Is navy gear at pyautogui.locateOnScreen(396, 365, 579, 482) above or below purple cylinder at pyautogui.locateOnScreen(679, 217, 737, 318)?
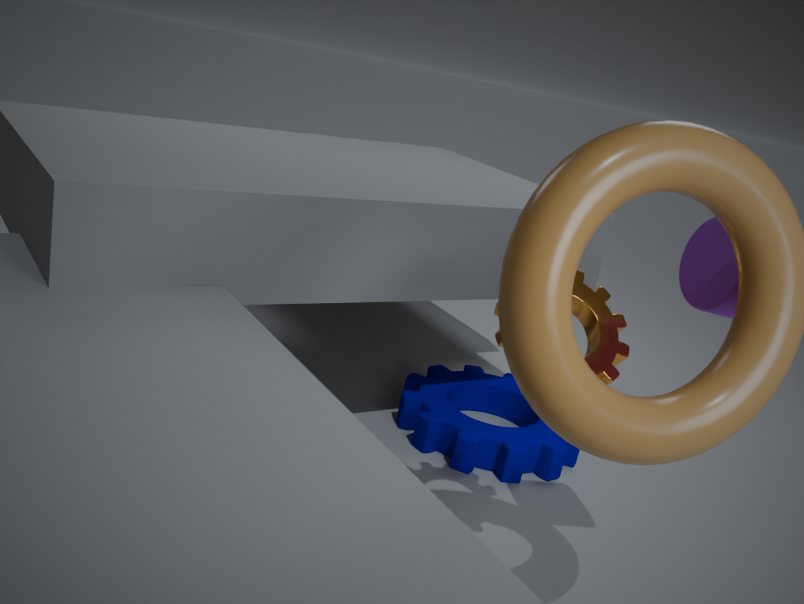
below
